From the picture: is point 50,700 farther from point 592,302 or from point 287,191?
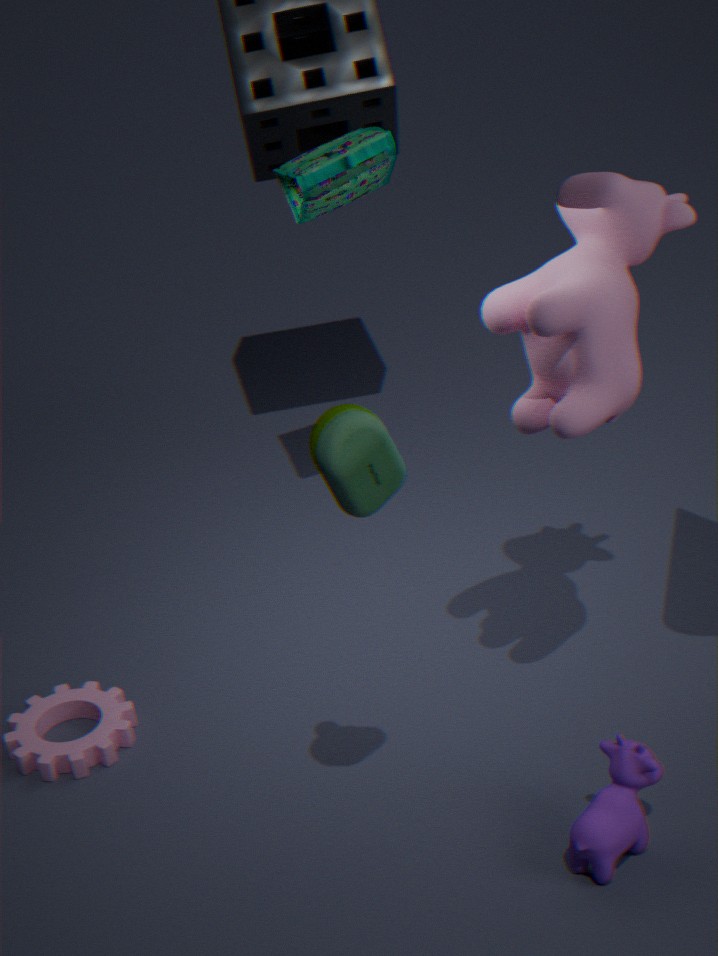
point 592,302
